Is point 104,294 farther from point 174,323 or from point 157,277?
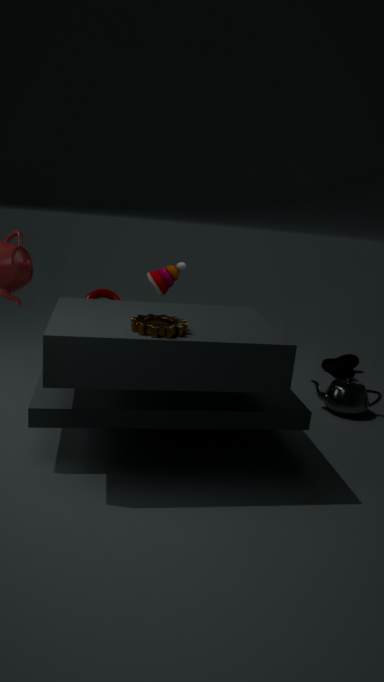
point 157,277
